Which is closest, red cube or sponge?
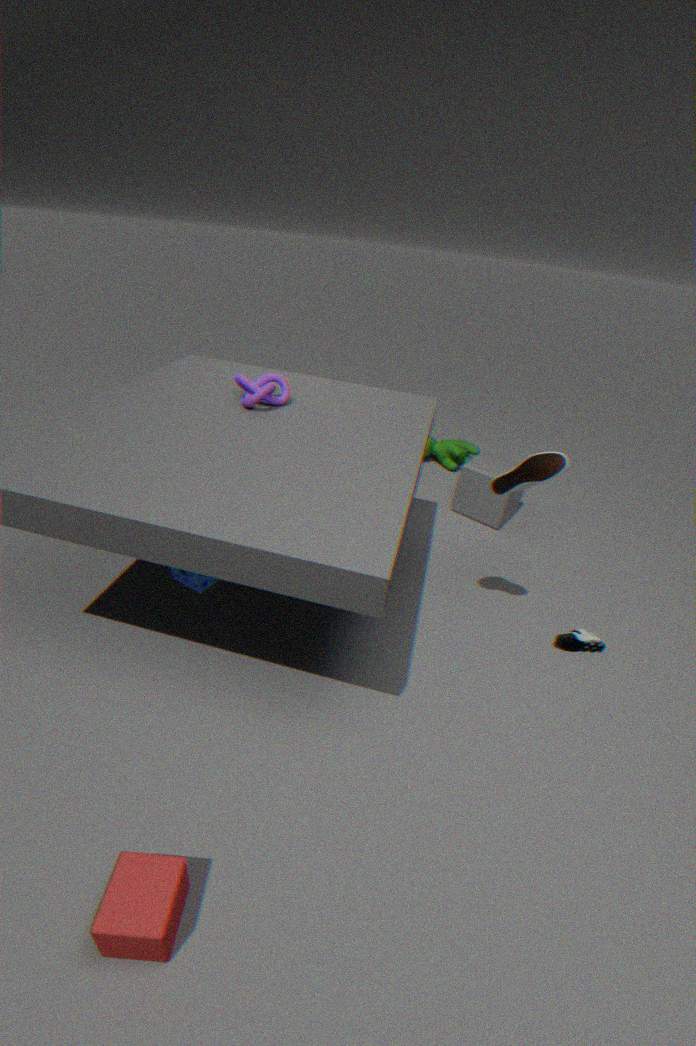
red cube
